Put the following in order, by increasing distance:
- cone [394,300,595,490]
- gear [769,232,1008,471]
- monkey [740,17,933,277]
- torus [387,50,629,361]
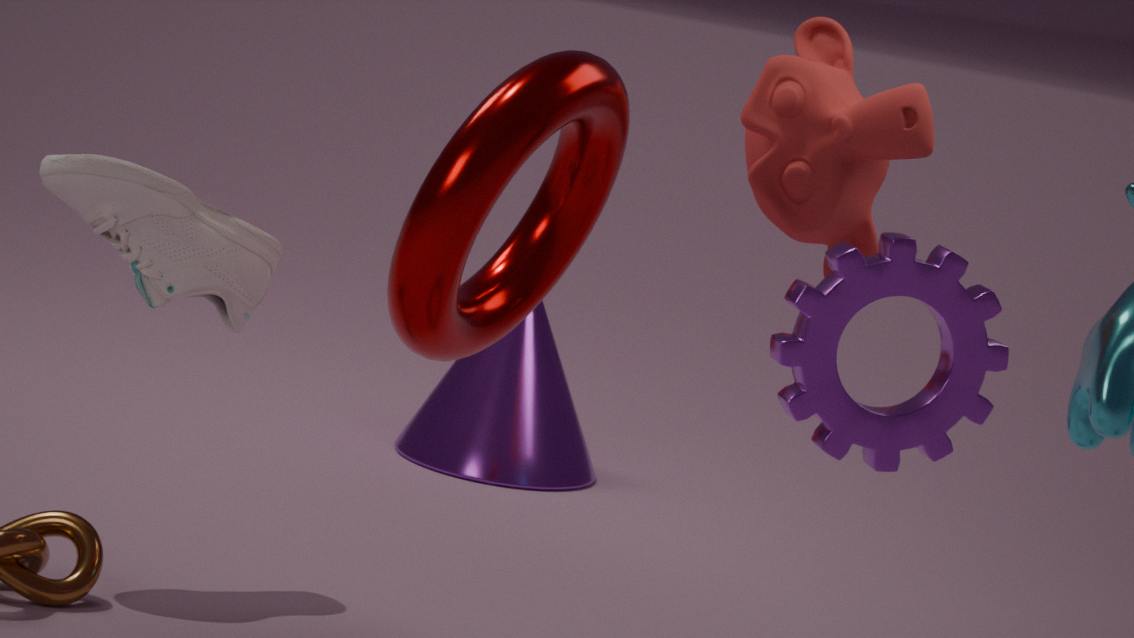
1. gear [769,232,1008,471]
2. torus [387,50,629,361]
3. monkey [740,17,933,277]
4. cone [394,300,595,490]
